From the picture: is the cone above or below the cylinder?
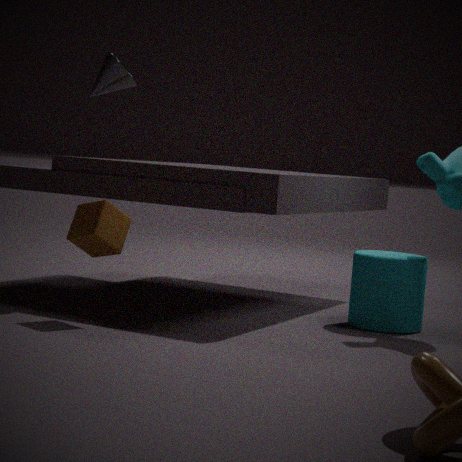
above
